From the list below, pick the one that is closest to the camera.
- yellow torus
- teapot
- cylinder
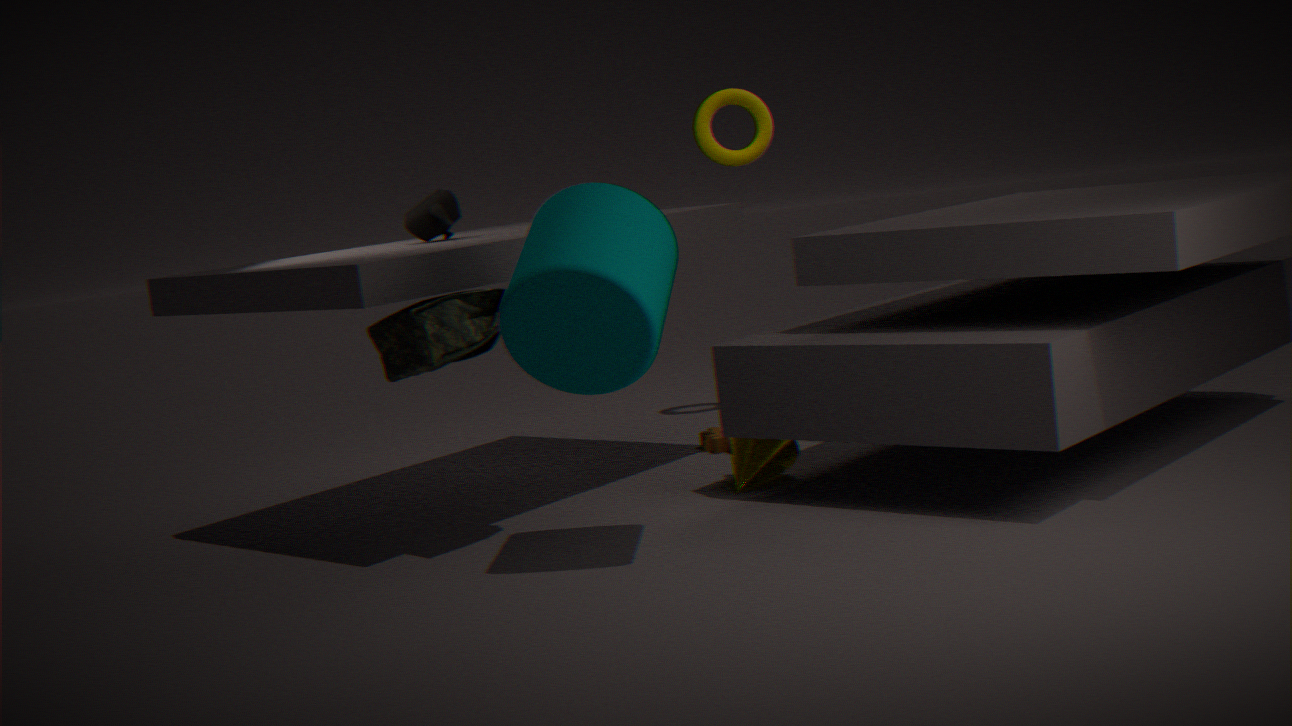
cylinder
